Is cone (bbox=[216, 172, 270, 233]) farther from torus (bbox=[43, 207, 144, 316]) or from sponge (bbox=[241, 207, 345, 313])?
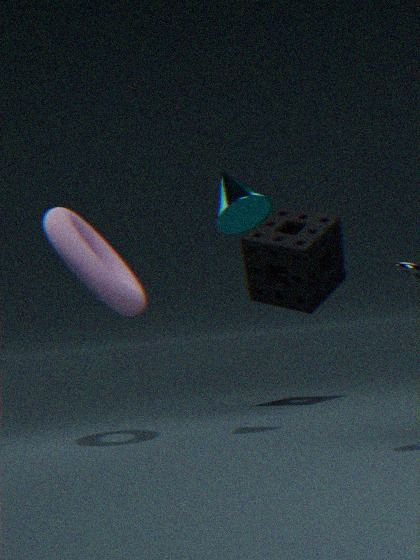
sponge (bbox=[241, 207, 345, 313])
